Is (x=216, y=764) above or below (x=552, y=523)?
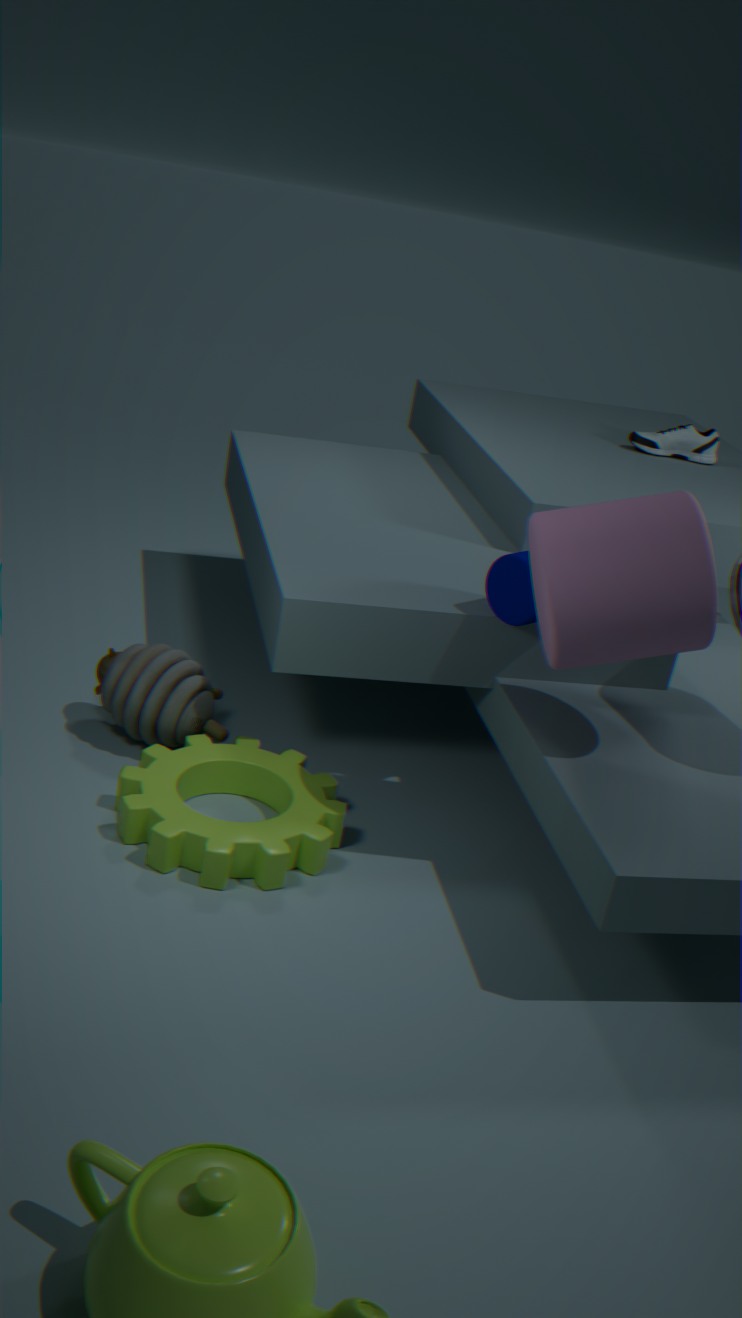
below
